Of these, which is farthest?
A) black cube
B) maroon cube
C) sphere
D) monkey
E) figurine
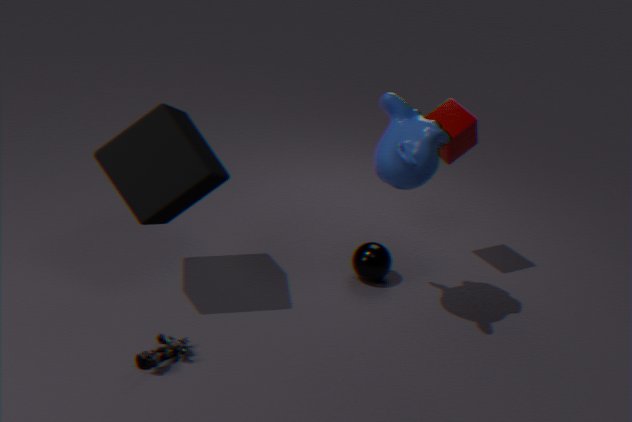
sphere
